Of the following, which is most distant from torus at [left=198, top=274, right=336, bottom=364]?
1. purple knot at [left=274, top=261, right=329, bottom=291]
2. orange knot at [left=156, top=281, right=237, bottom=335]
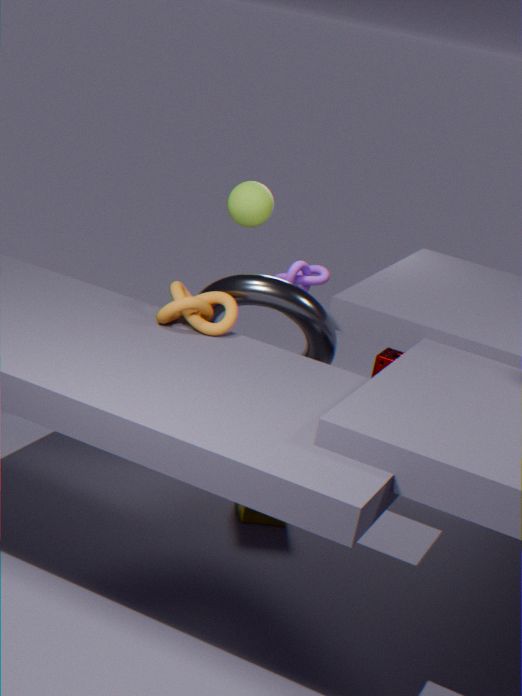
purple knot at [left=274, top=261, right=329, bottom=291]
